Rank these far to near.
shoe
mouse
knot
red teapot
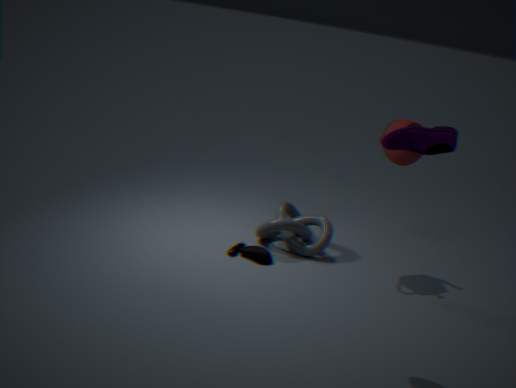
1. knot
2. red teapot
3. mouse
4. shoe
